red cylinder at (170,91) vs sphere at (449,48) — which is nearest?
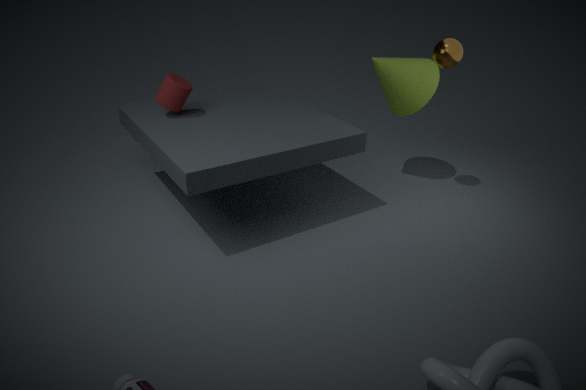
sphere at (449,48)
